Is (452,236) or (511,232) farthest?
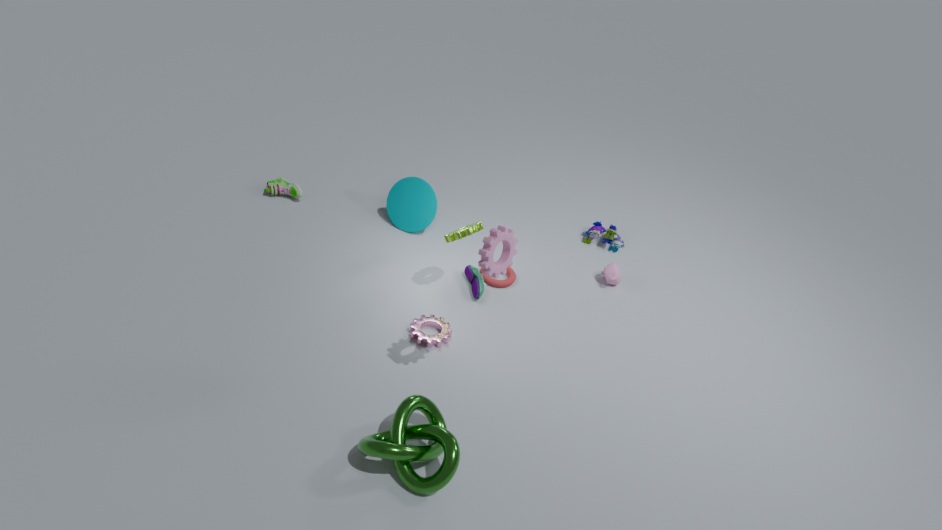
(452,236)
